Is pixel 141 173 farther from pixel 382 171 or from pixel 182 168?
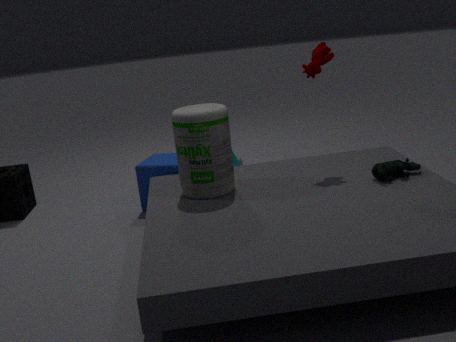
pixel 382 171
